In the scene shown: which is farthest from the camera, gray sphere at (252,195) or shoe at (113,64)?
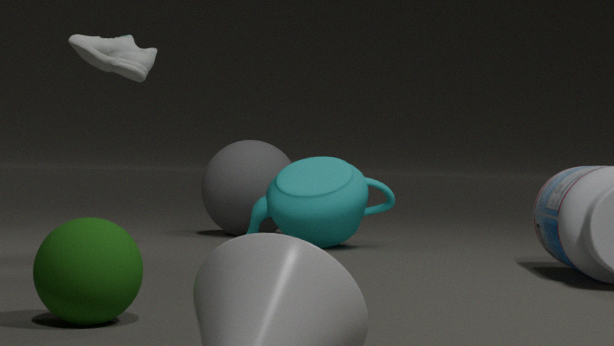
gray sphere at (252,195)
